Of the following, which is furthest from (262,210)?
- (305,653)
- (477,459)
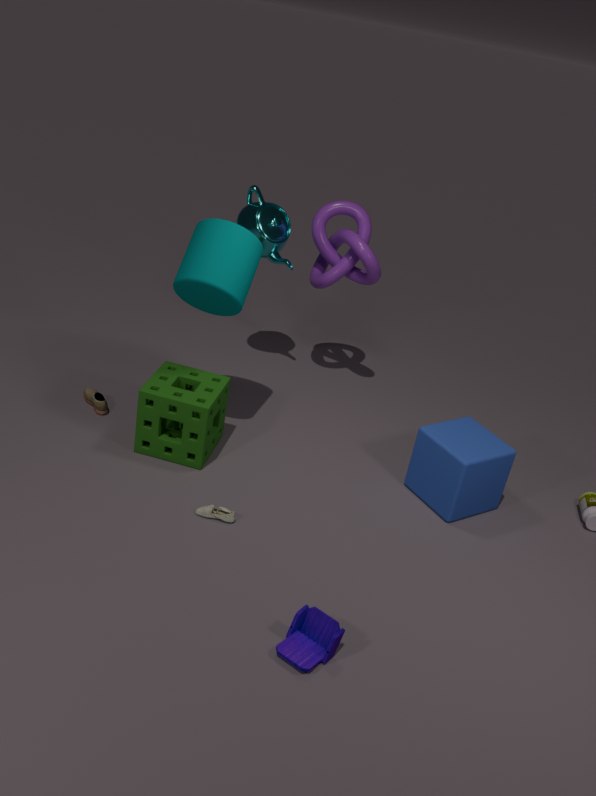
(305,653)
